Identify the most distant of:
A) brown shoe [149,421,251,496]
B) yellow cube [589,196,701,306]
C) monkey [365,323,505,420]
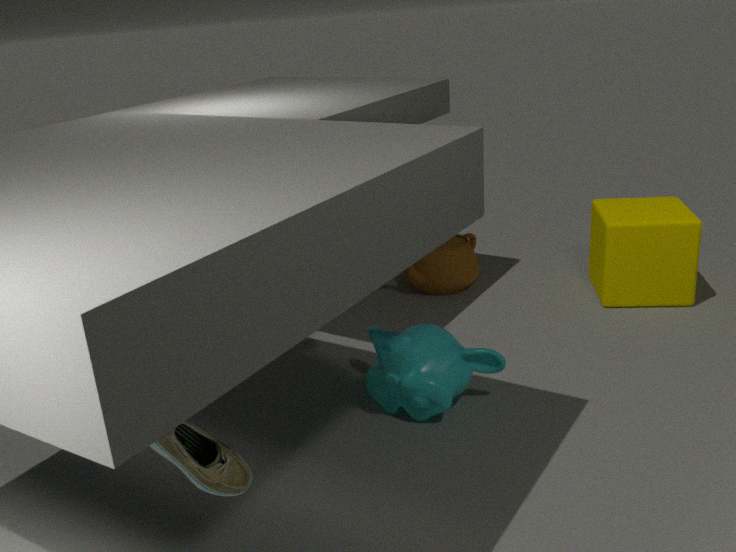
yellow cube [589,196,701,306]
